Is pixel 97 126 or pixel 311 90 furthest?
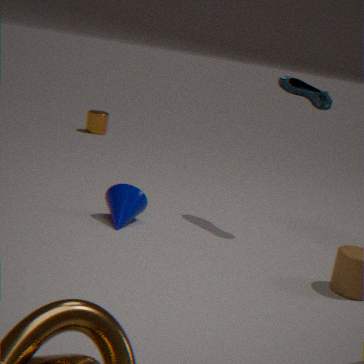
pixel 97 126
